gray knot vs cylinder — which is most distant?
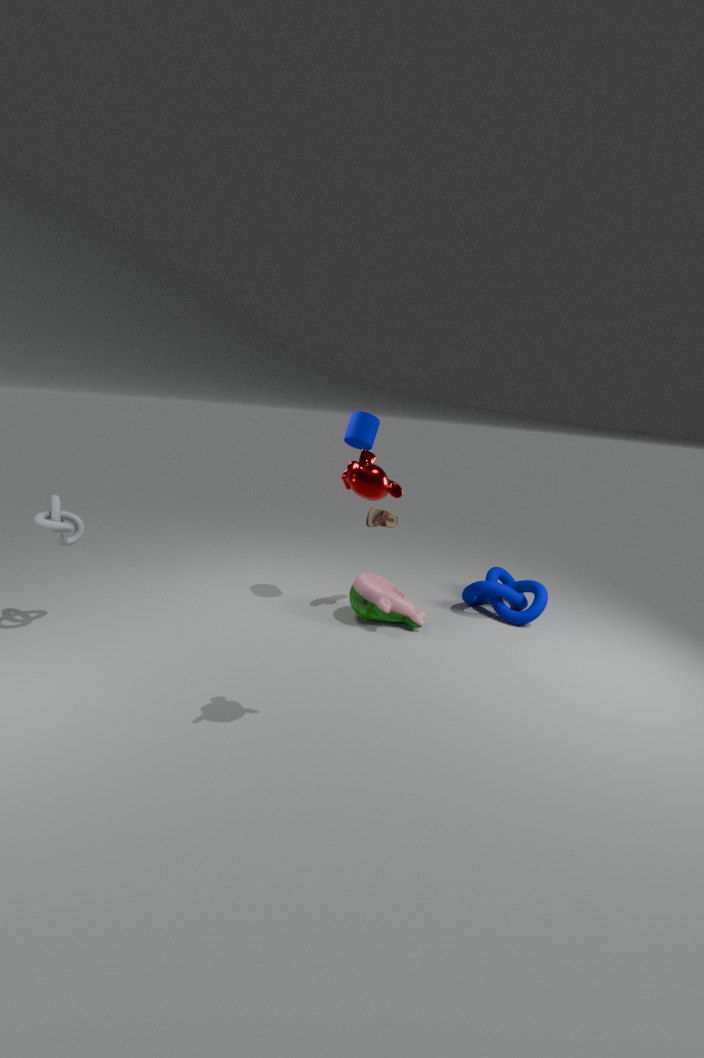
cylinder
